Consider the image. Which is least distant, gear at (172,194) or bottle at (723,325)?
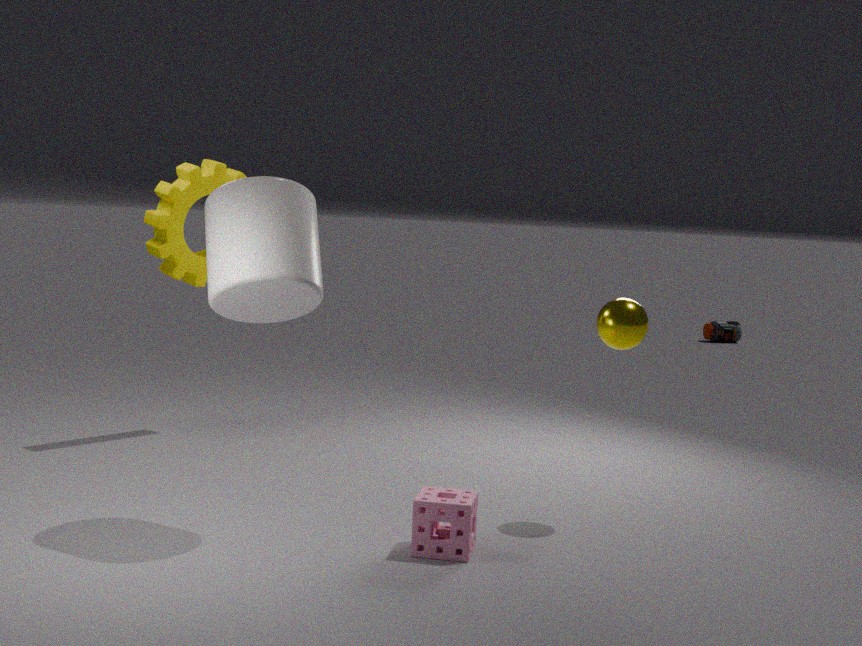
gear at (172,194)
